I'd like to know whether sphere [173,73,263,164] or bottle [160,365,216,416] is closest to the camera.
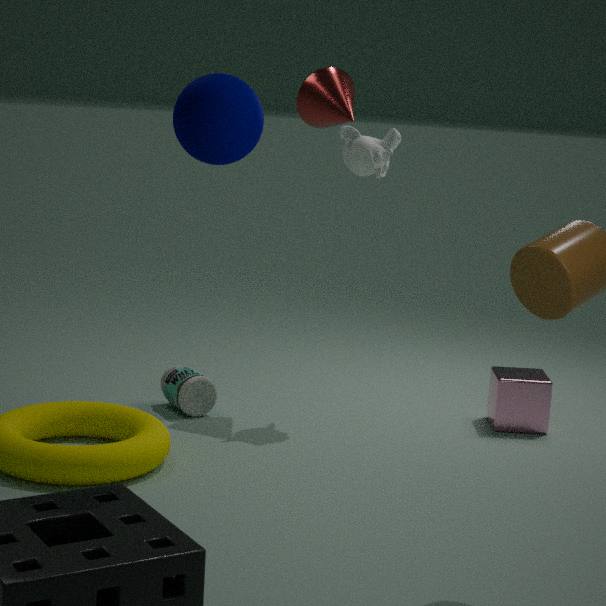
sphere [173,73,263,164]
